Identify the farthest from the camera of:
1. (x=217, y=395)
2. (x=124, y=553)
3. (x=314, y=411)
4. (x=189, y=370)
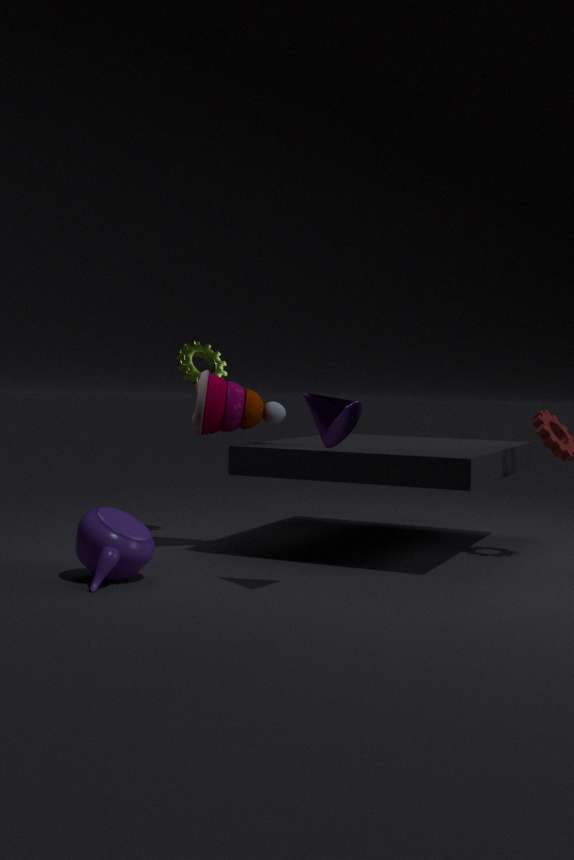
(x=189, y=370)
